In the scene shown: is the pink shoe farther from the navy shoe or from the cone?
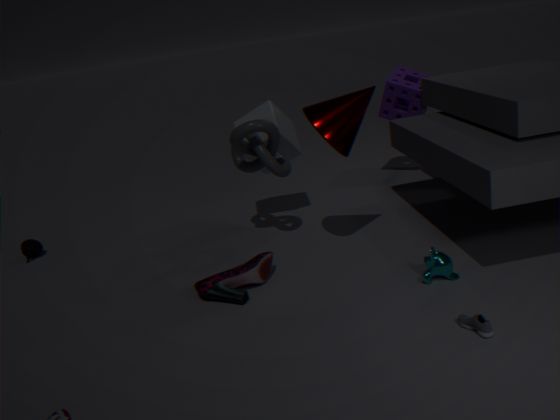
the navy shoe
